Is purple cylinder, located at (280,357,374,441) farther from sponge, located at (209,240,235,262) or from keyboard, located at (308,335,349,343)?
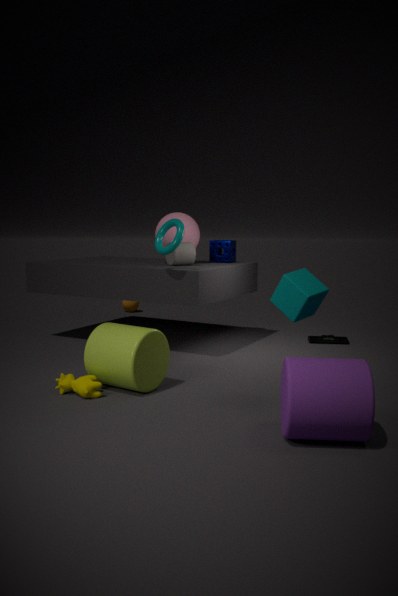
sponge, located at (209,240,235,262)
